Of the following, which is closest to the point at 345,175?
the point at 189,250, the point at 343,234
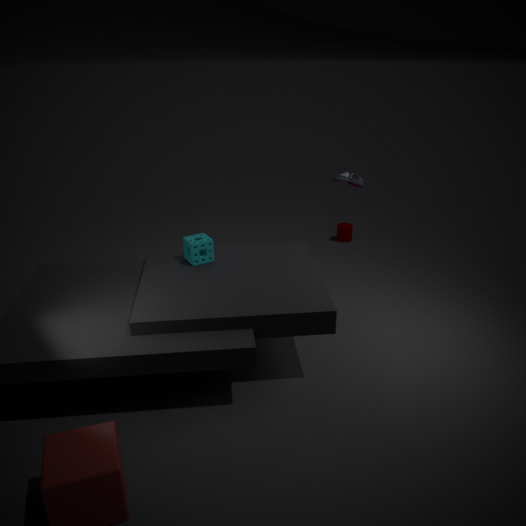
the point at 189,250
